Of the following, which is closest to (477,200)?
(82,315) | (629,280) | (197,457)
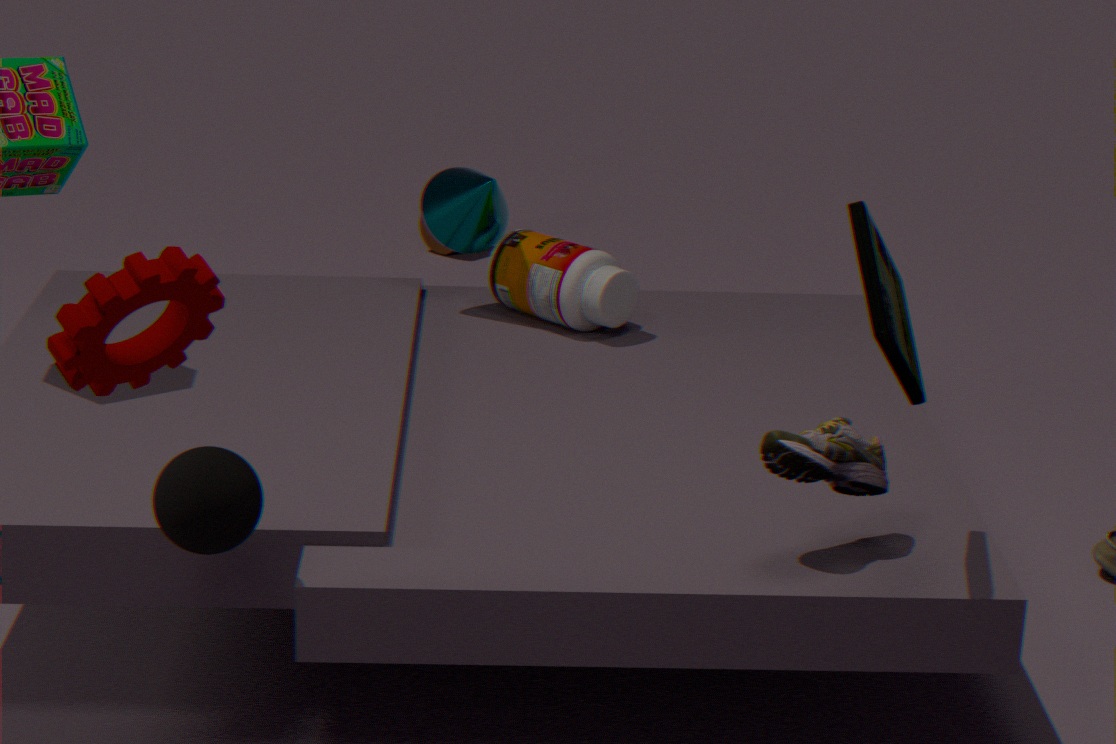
(629,280)
